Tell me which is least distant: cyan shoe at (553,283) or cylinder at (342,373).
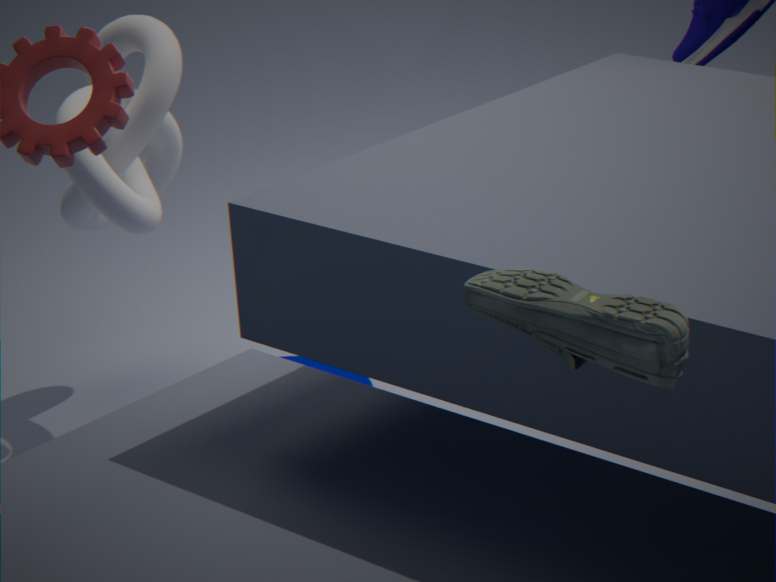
cyan shoe at (553,283)
